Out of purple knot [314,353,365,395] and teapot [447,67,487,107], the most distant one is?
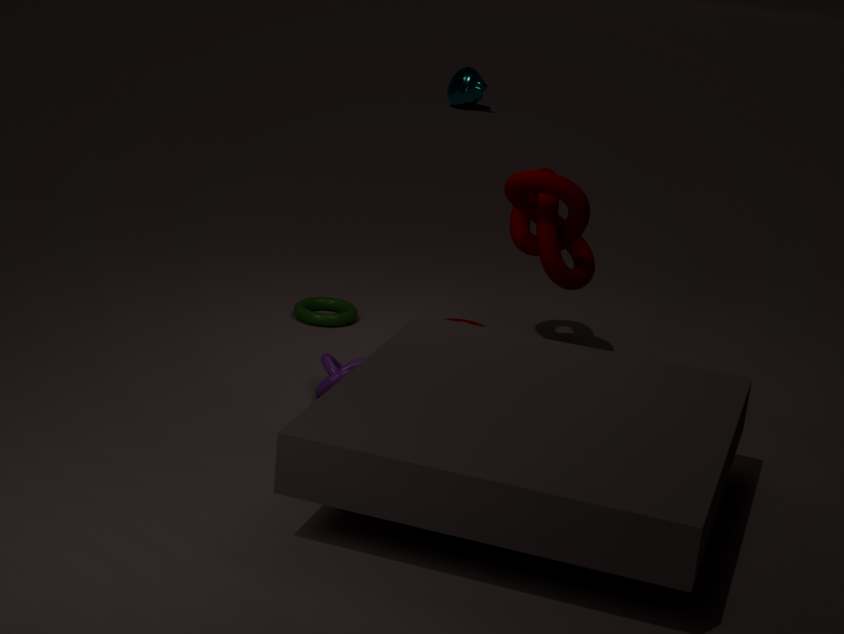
teapot [447,67,487,107]
